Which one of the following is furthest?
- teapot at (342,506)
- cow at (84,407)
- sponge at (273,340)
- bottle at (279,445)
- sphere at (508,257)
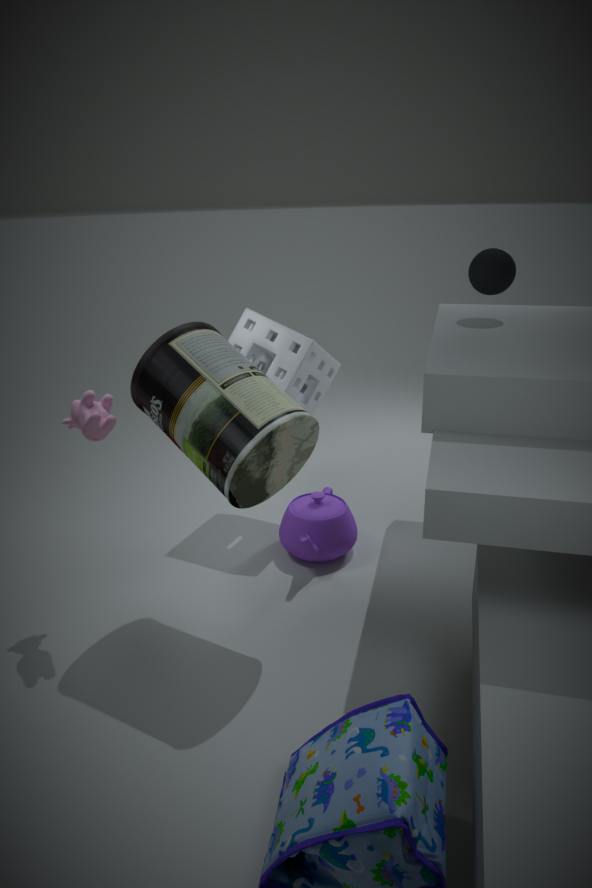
sponge at (273,340)
